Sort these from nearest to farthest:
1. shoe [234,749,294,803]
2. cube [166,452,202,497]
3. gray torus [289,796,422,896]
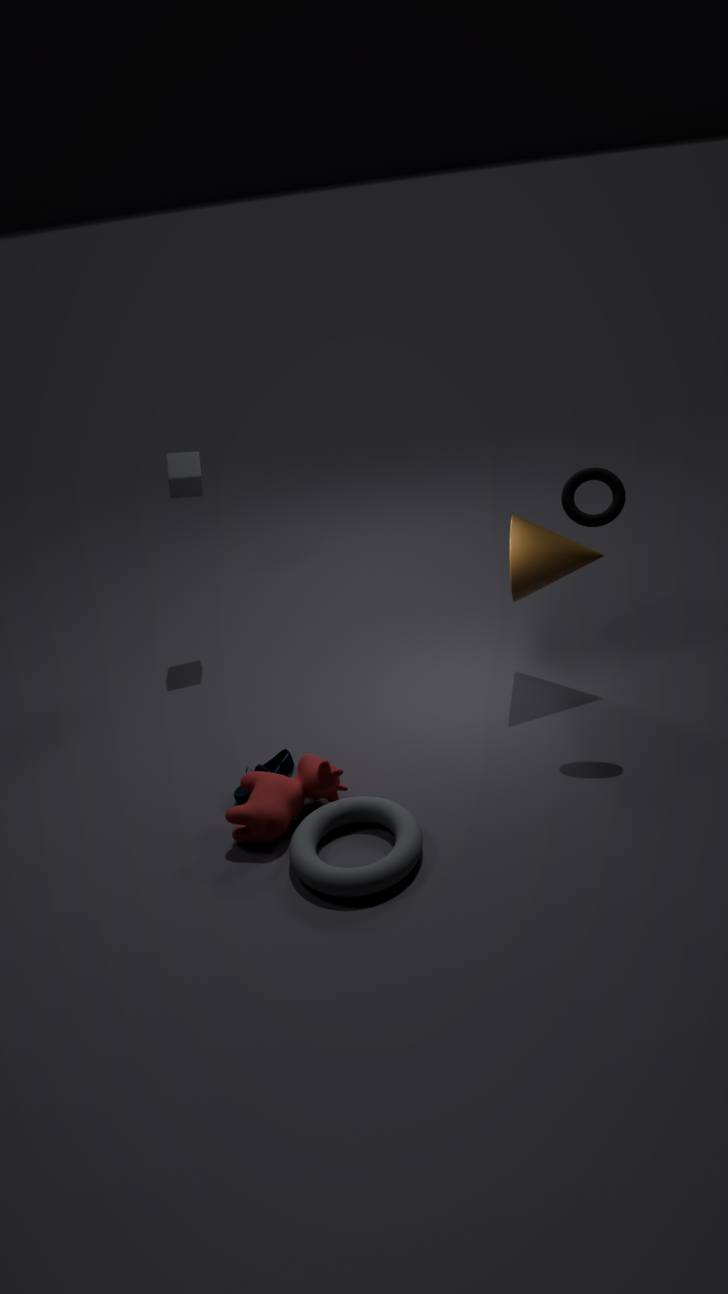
gray torus [289,796,422,896]
shoe [234,749,294,803]
cube [166,452,202,497]
